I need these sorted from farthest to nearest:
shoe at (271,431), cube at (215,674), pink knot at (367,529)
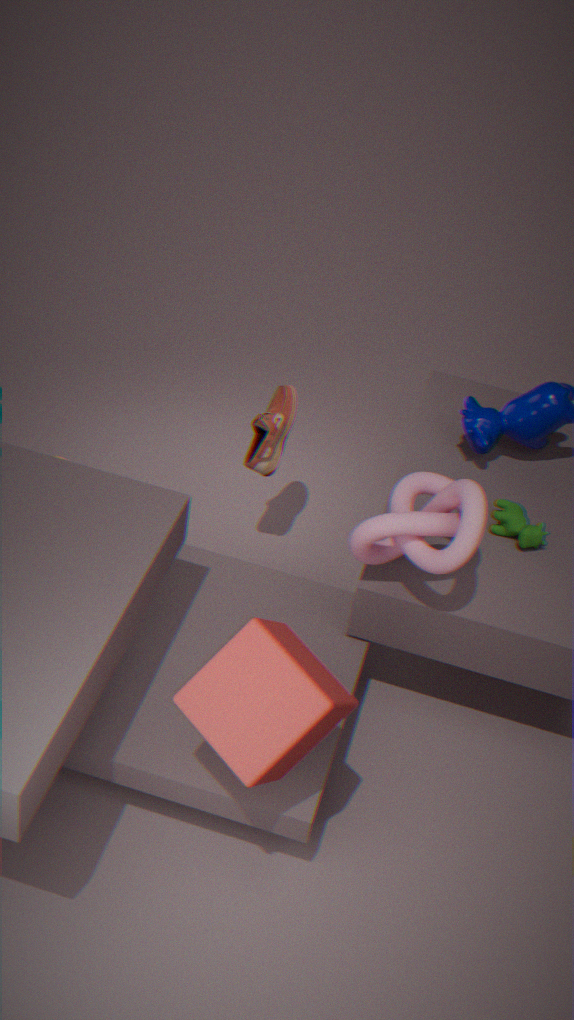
shoe at (271,431) → pink knot at (367,529) → cube at (215,674)
